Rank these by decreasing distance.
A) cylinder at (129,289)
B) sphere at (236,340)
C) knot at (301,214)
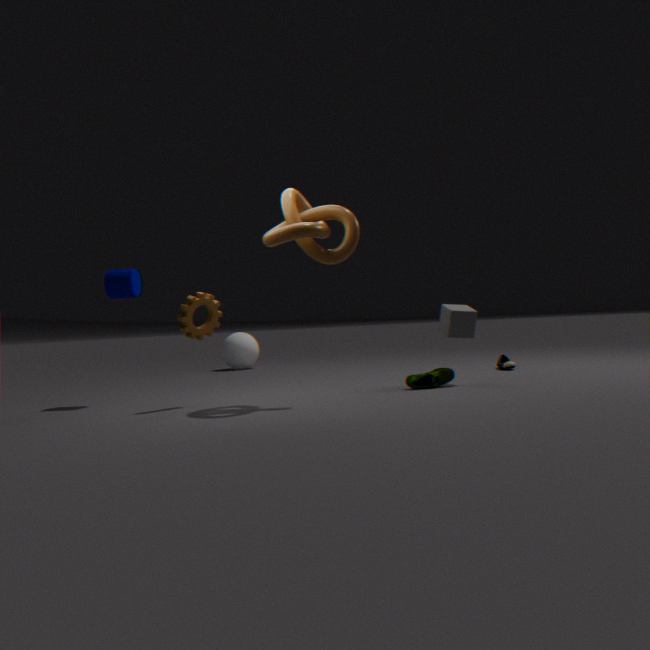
sphere at (236,340) < cylinder at (129,289) < knot at (301,214)
